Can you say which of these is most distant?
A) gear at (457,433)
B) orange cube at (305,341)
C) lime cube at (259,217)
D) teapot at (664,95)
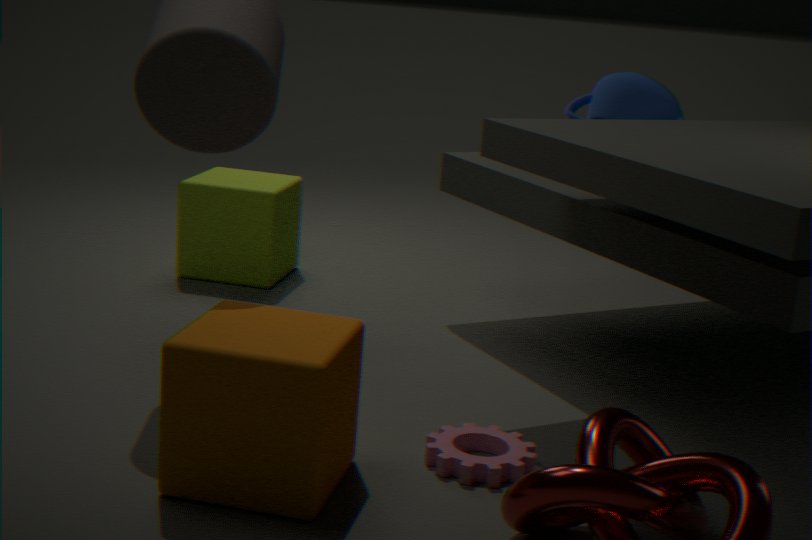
lime cube at (259,217)
